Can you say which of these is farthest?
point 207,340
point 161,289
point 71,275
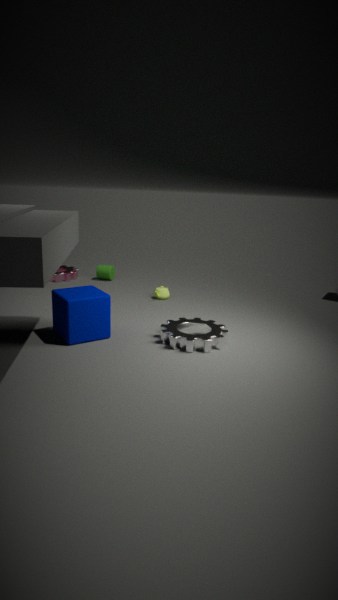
point 71,275
